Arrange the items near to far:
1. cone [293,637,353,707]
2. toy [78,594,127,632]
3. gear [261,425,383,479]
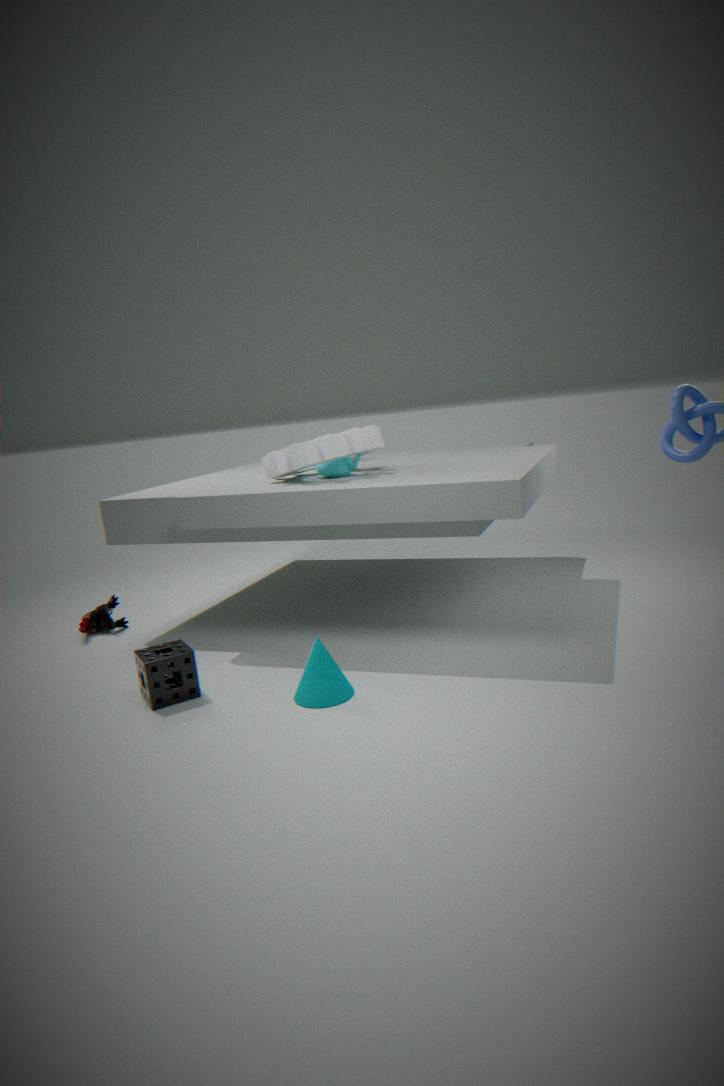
cone [293,637,353,707], gear [261,425,383,479], toy [78,594,127,632]
